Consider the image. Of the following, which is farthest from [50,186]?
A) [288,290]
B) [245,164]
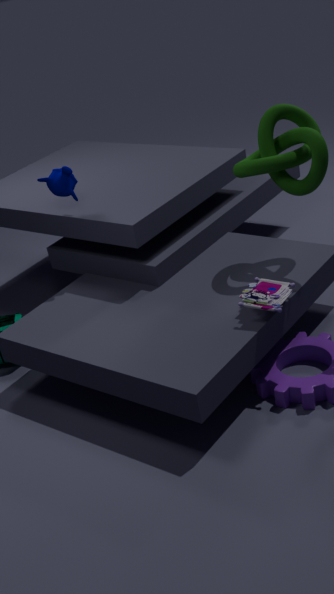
[288,290]
